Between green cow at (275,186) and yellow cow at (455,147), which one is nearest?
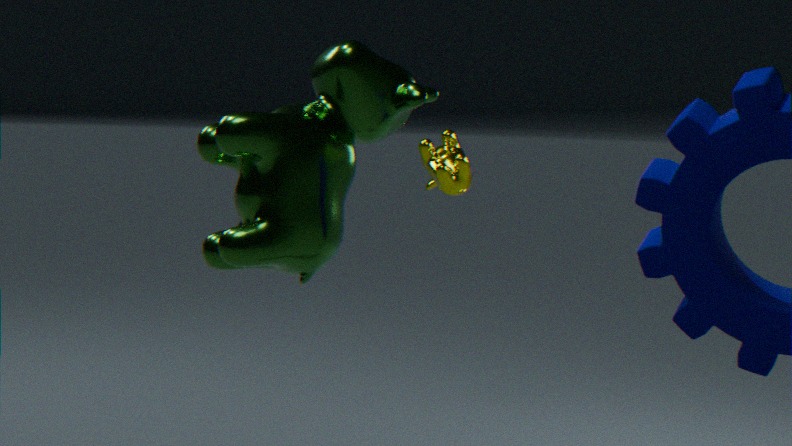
green cow at (275,186)
